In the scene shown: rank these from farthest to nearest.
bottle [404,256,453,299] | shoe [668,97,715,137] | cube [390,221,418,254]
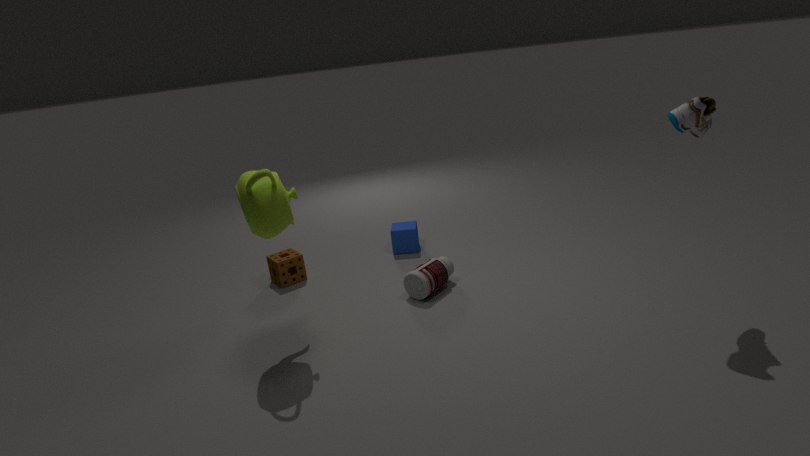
cube [390,221,418,254] < bottle [404,256,453,299] < shoe [668,97,715,137]
